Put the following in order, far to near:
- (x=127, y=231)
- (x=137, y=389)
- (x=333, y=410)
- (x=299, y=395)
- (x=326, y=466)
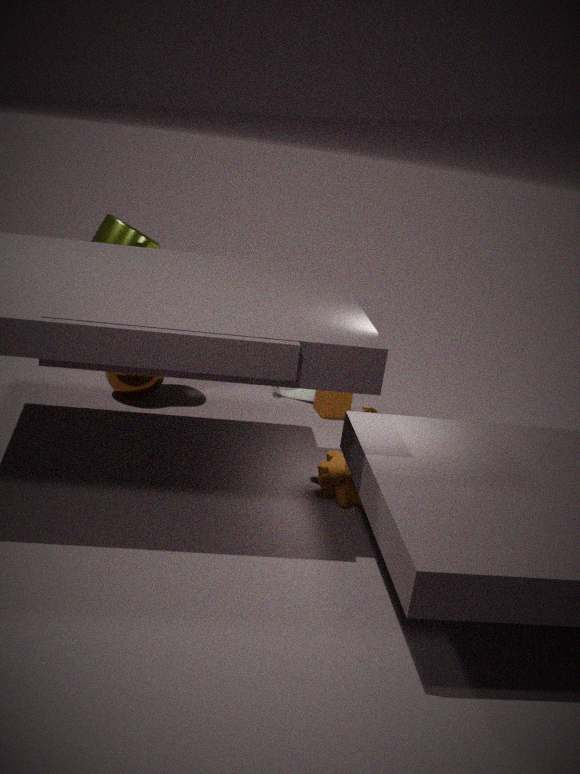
(x=299, y=395)
(x=333, y=410)
(x=137, y=389)
(x=127, y=231)
(x=326, y=466)
